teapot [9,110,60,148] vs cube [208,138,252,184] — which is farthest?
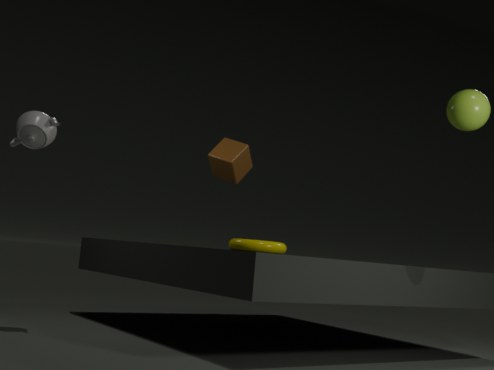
cube [208,138,252,184]
